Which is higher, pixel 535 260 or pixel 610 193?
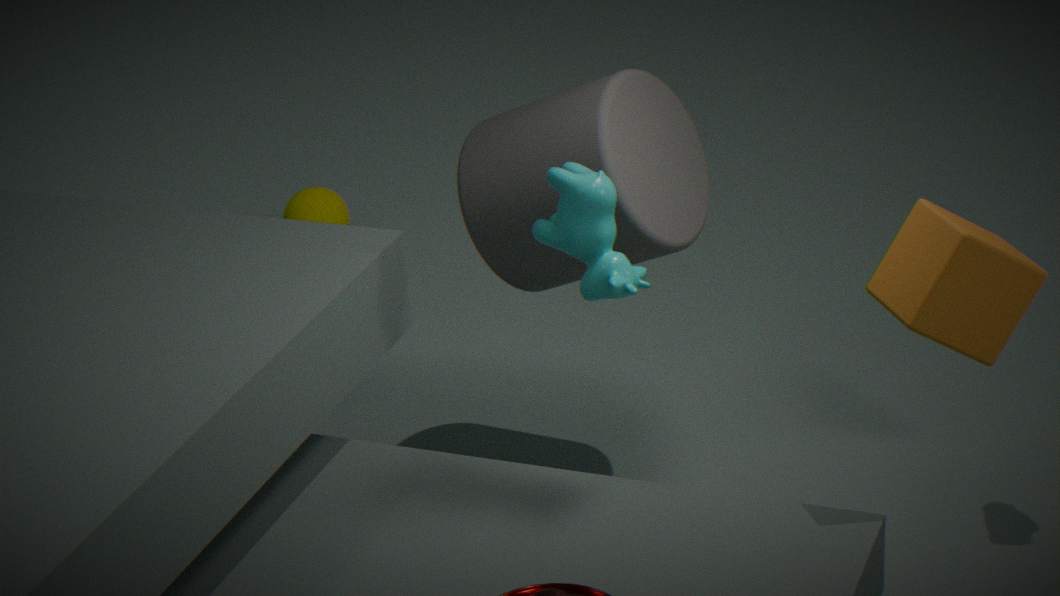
pixel 610 193
